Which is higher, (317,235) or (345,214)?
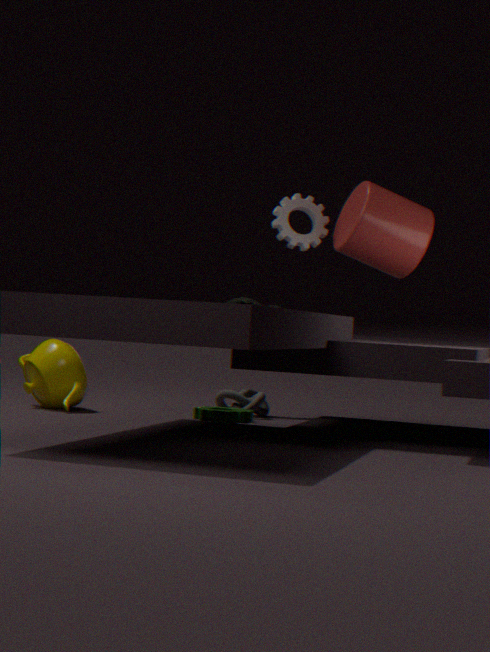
(317,235)
